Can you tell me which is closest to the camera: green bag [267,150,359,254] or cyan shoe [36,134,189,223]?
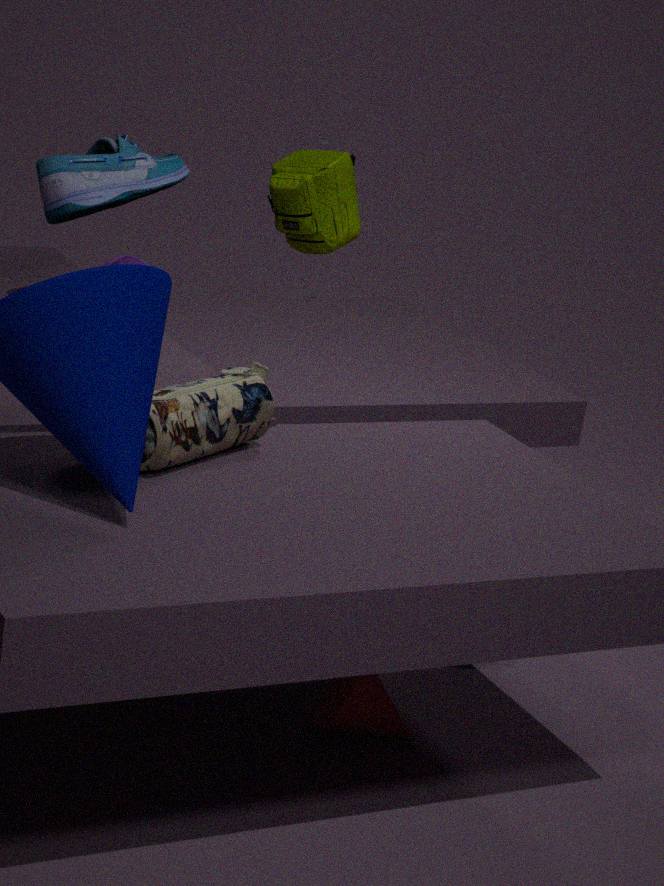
cyan shoe [36,134,189,223]
